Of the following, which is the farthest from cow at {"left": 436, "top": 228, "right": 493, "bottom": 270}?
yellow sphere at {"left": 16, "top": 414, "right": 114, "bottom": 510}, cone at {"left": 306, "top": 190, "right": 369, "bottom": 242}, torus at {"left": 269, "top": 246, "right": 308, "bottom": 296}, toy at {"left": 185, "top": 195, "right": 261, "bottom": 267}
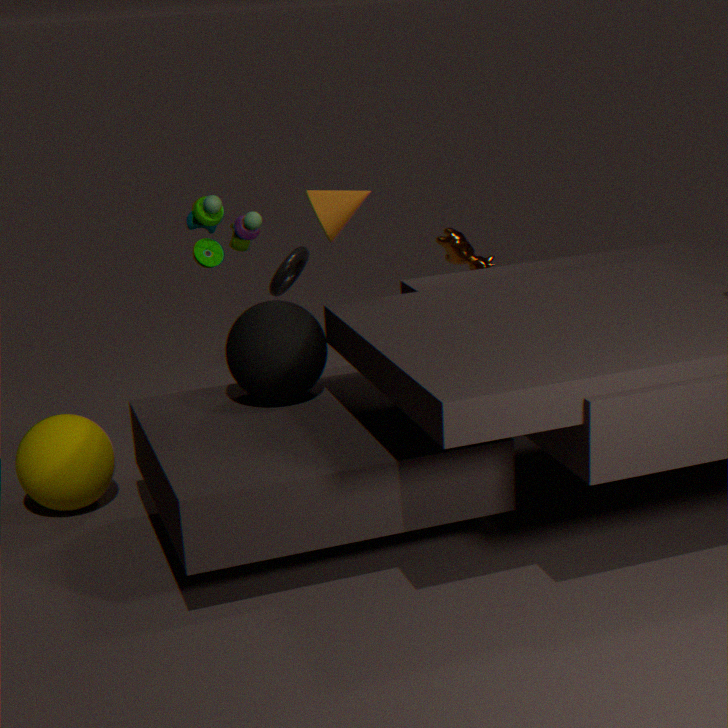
yellow sphere at {"left": 16, "top": 414, "right": 114, "bottom": 510}
